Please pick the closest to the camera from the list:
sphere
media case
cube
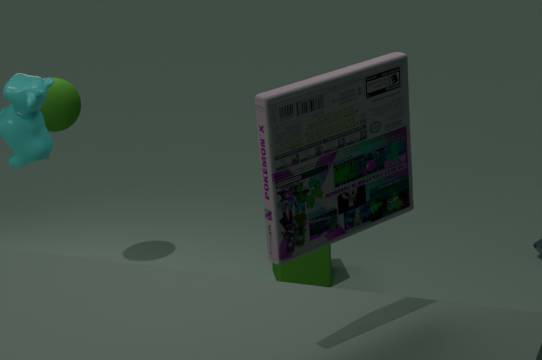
media case
